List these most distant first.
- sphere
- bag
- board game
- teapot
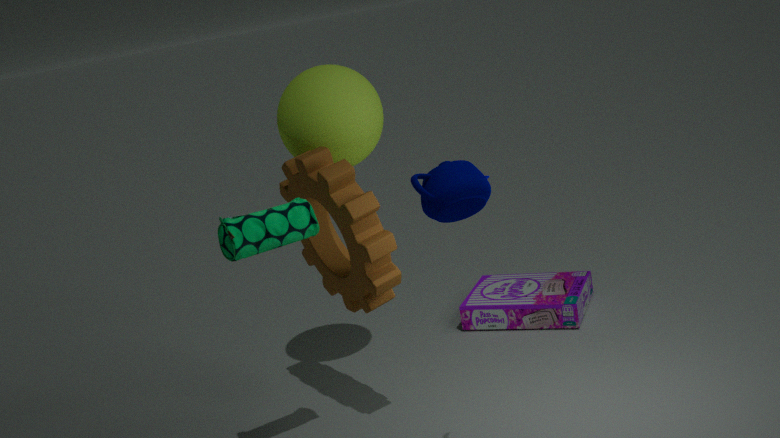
board game, sphere, bag, teapot
